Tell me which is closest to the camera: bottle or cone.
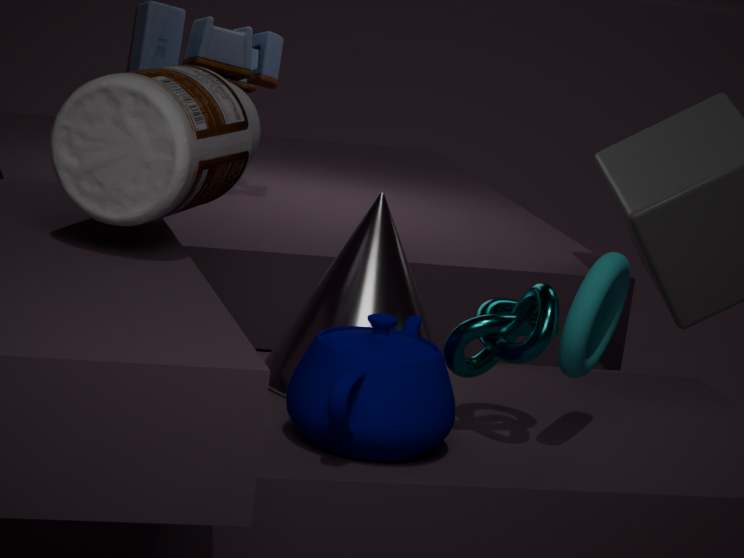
bottle
